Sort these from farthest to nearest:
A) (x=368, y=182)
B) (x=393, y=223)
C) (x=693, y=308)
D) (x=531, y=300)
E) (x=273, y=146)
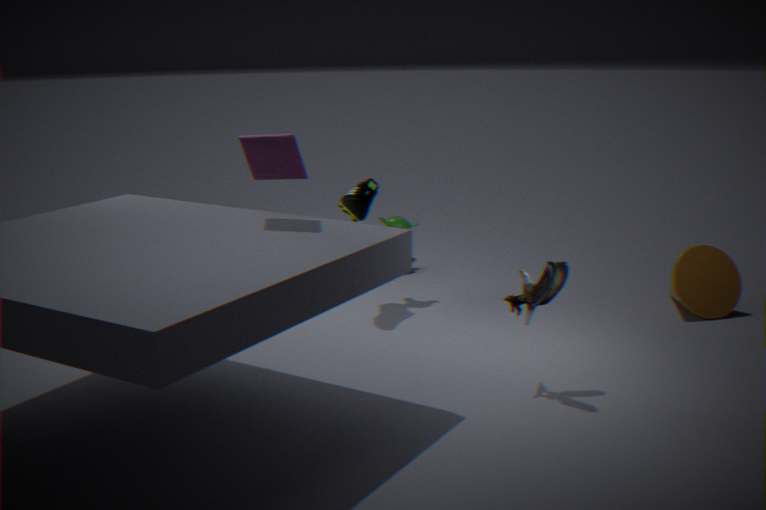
(x=393, y=223) → (x=368, y=182) → (x=693, y=308) → (x=531, y=300) → (x=273, y=146)
